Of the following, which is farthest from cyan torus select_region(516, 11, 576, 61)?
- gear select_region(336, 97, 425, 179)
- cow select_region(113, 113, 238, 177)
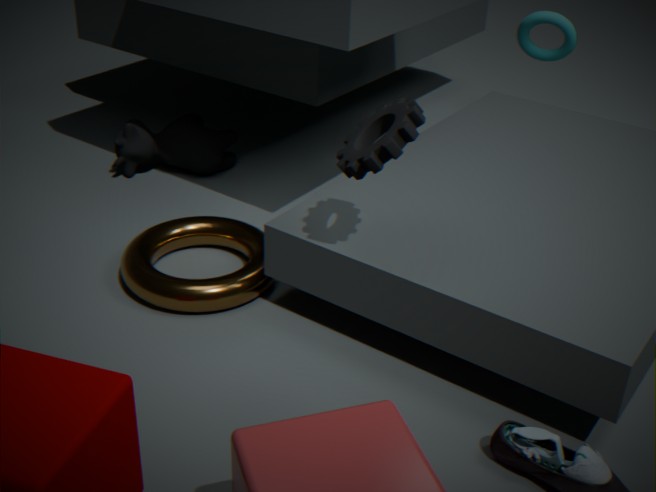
gear select_region(336, 97, 425, 179)
